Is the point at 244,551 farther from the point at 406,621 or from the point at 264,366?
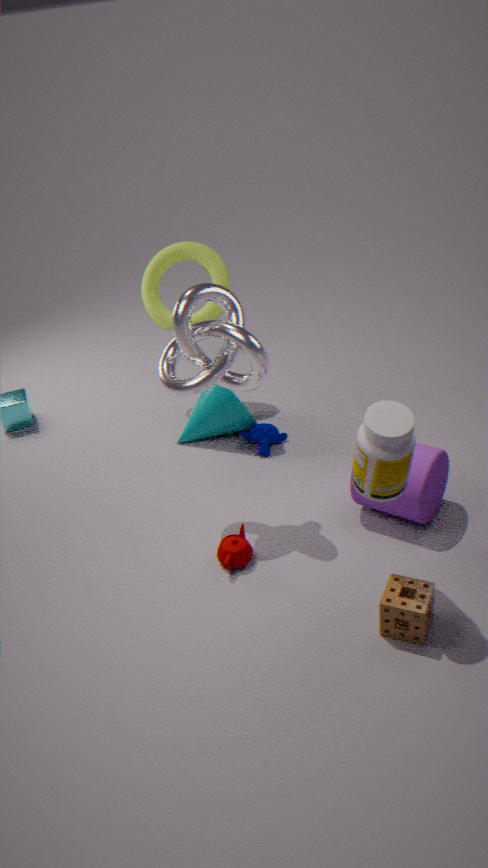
the point at 264,366
